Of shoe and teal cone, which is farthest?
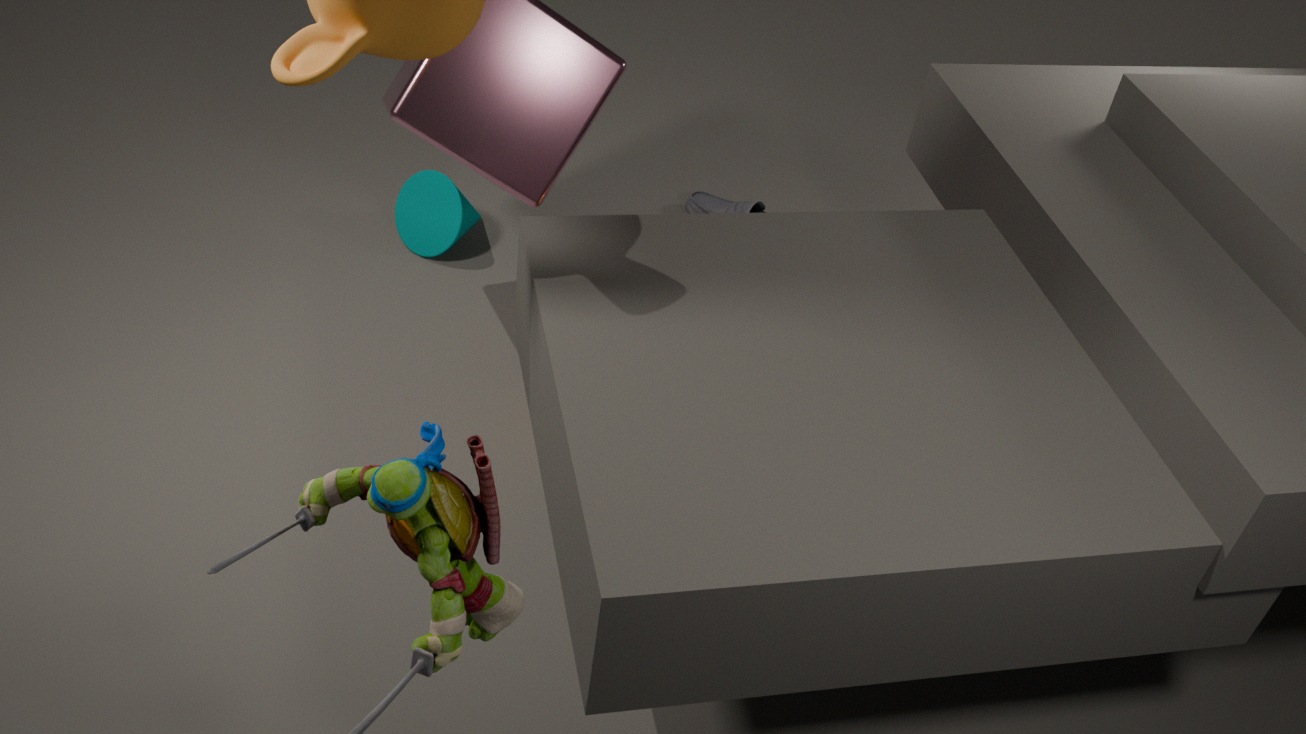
shoe
